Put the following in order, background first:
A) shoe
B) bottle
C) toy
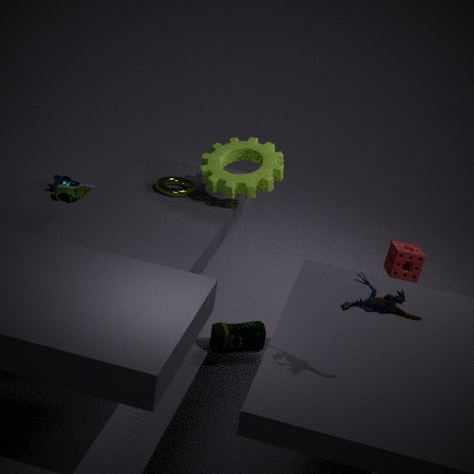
1. shoe
2. bottle
3. toy
